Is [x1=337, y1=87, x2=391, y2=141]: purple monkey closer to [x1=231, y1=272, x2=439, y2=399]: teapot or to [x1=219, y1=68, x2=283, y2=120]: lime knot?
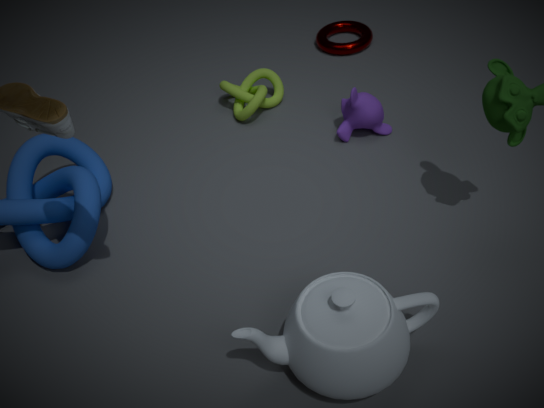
[x1=219, y1=68, x2=283, y2=120]: lime knot
